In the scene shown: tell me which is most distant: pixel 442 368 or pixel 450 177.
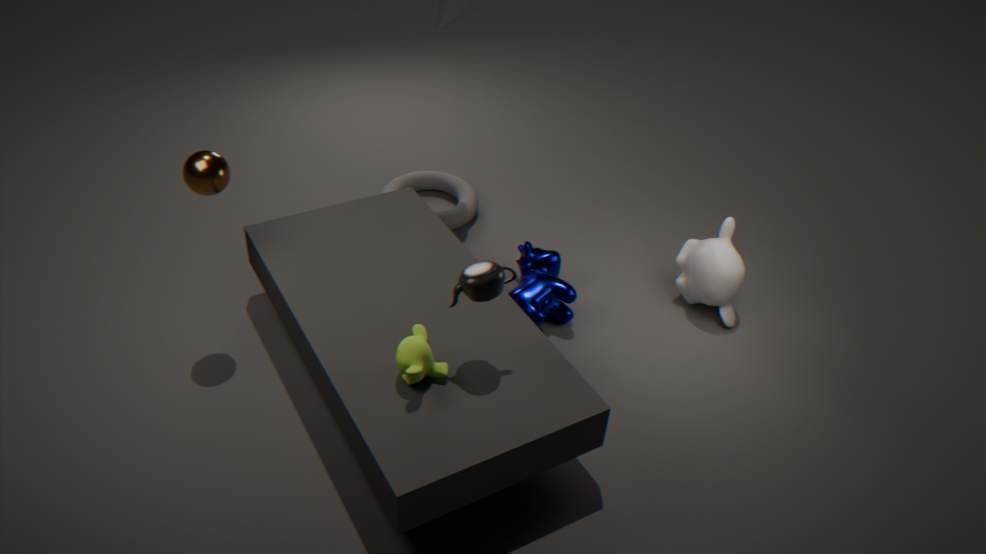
pixel 450 177
